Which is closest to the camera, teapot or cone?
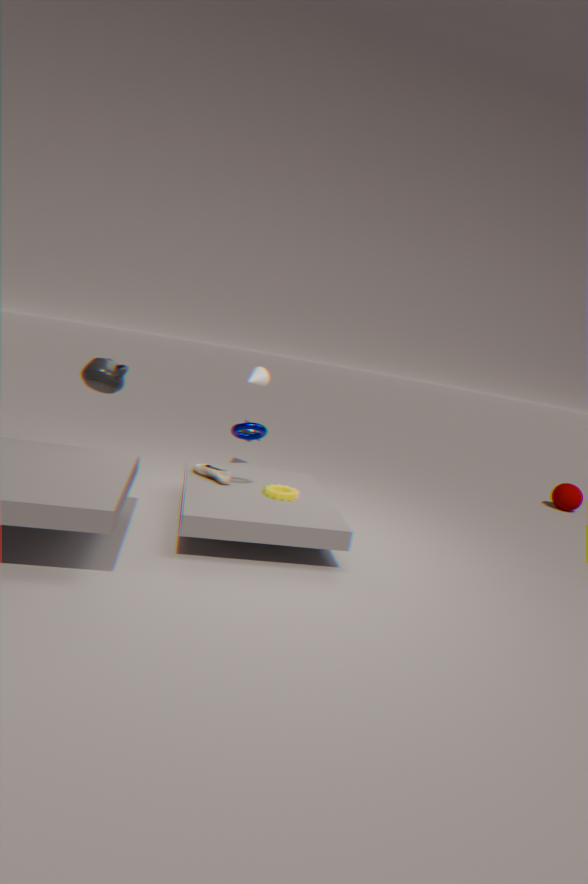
teapot
